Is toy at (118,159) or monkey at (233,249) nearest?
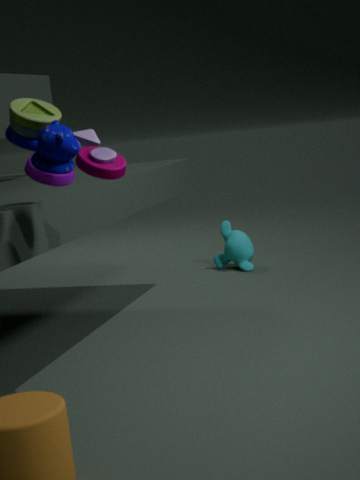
toy at (118,159)
